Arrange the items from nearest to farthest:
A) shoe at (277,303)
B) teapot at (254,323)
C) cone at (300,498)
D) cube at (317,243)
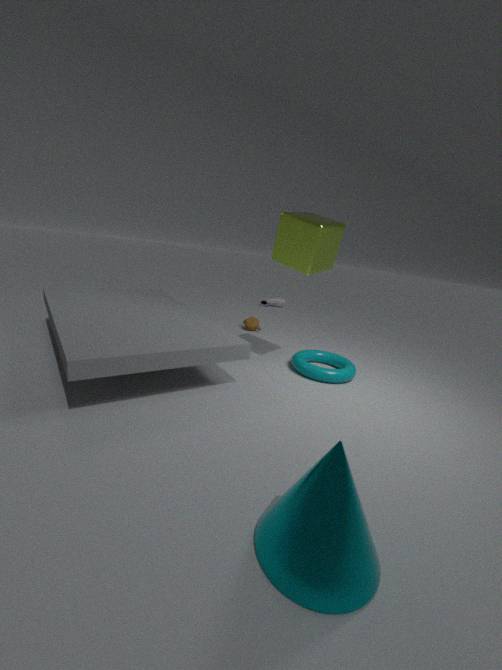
cone at (300,498), cube at (317,243), teapot at (254,323), shoe at (277,303)
